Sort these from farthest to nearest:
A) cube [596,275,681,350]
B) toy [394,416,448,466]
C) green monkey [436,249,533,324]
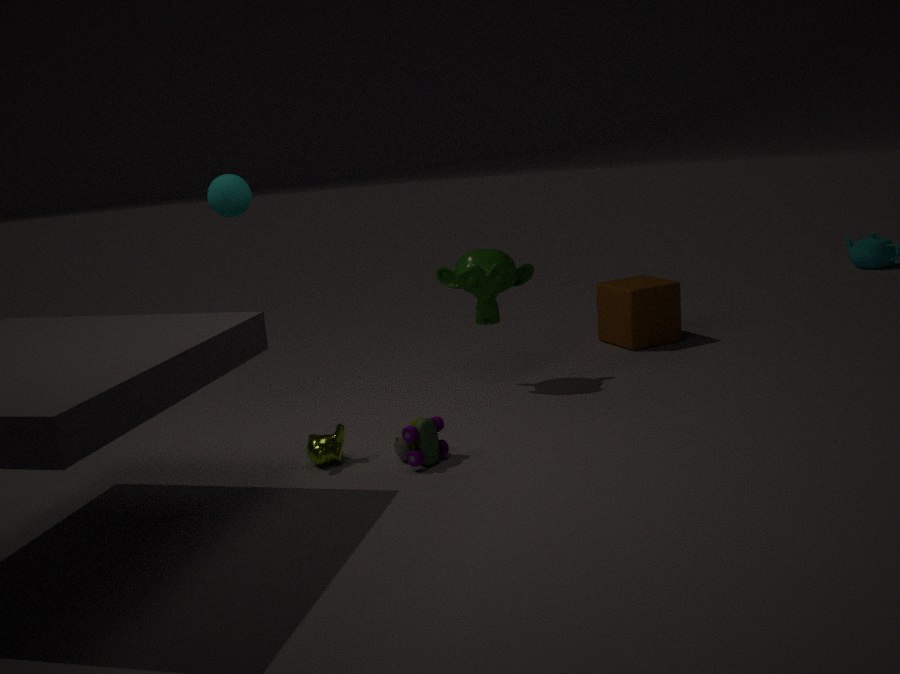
1. cube [596,275,681,350]
2. green monkey [436,249,533,324]
3. toy [394,416,448,466]
